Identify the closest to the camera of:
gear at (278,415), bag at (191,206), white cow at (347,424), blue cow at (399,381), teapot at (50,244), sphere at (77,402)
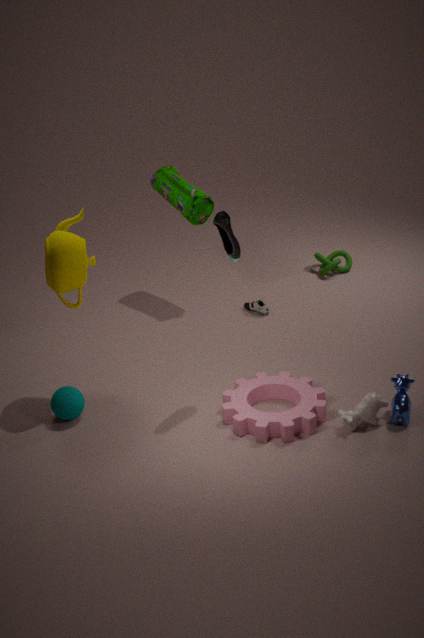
gear at (278,415)
